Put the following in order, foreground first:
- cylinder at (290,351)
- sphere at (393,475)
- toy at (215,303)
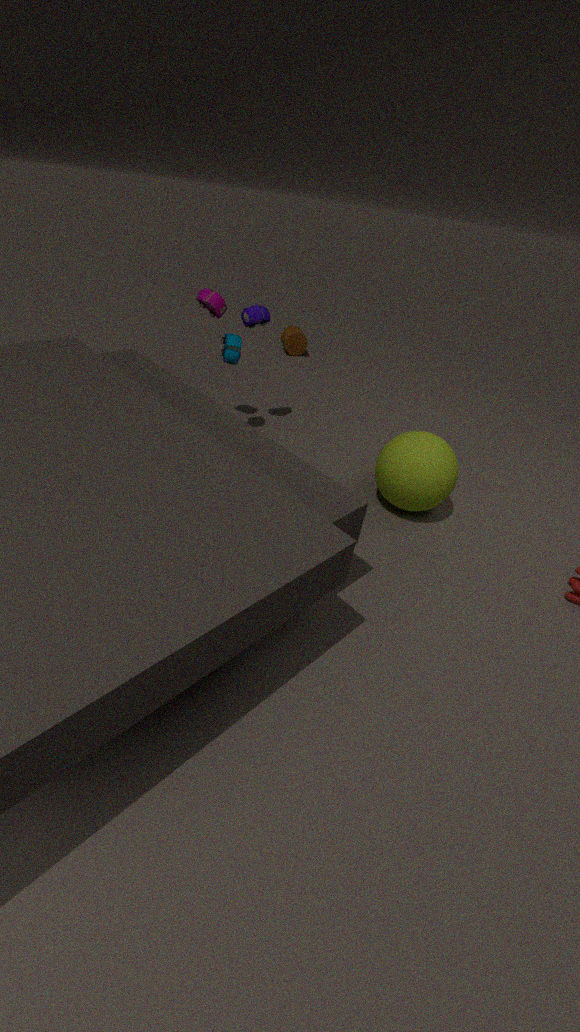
sphere at (393,475) → toy at (215,303) → cylinder at (290,351)
